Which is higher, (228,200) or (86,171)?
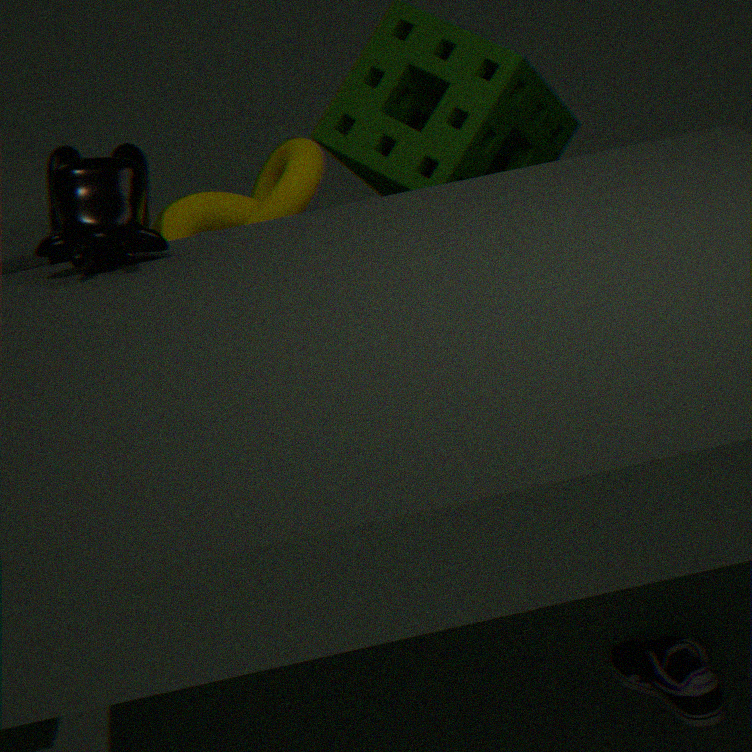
(86,171)
